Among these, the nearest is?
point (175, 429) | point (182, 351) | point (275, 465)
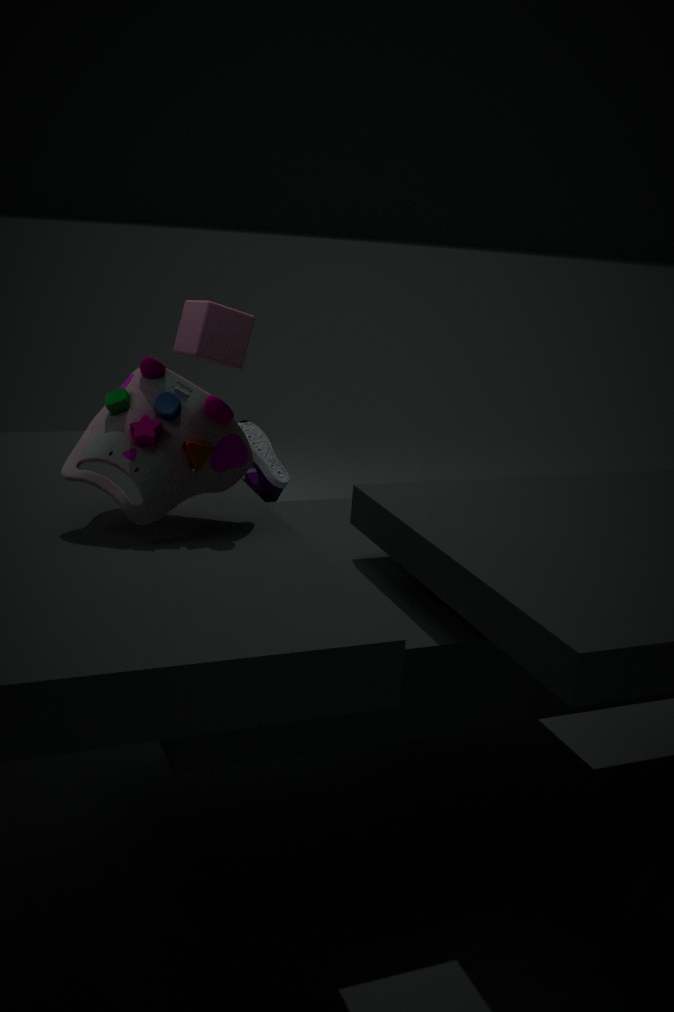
point (175, 429)
